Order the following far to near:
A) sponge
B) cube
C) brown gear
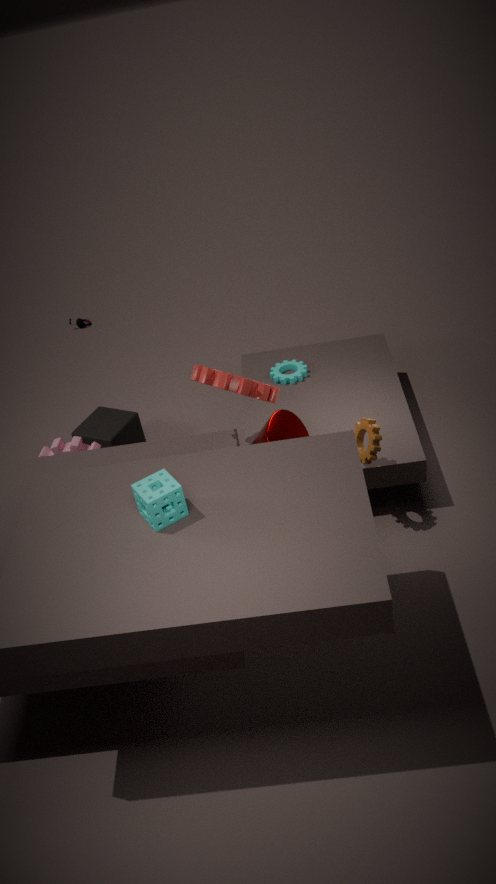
cube, brown gear, sponge
